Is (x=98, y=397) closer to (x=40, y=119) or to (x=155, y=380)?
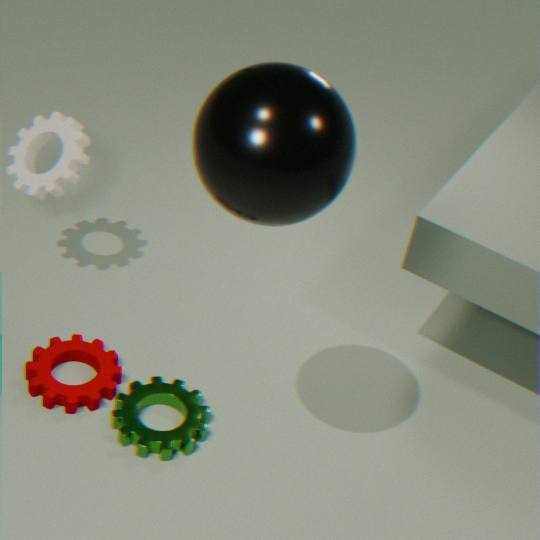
(x=155, y=380)
